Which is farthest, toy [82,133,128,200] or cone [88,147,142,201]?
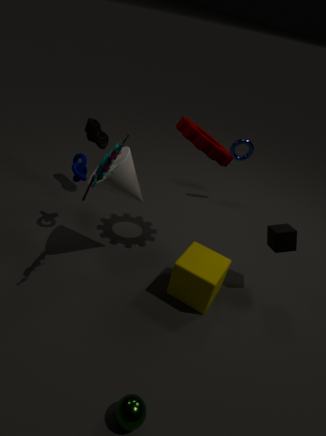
cone [88,147,142,201]
